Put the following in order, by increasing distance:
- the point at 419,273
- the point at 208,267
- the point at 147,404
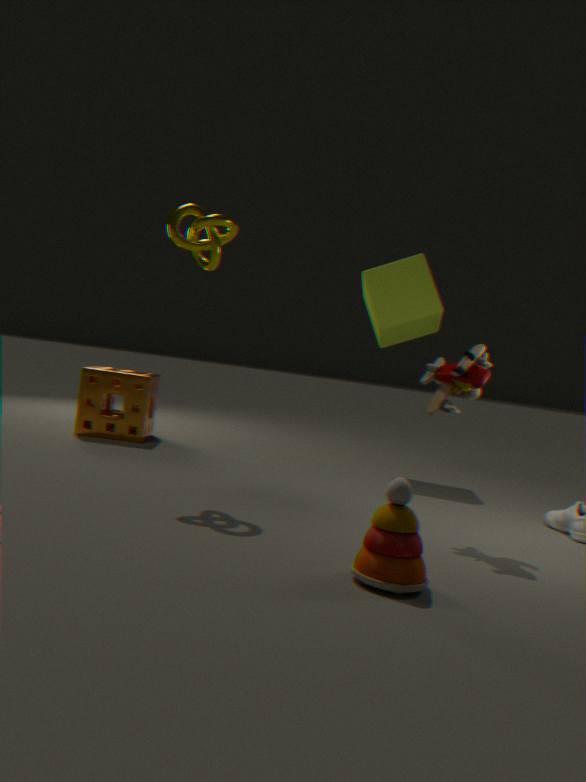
the point at 208,267 → the point at 147,404 → the point at 419,273
